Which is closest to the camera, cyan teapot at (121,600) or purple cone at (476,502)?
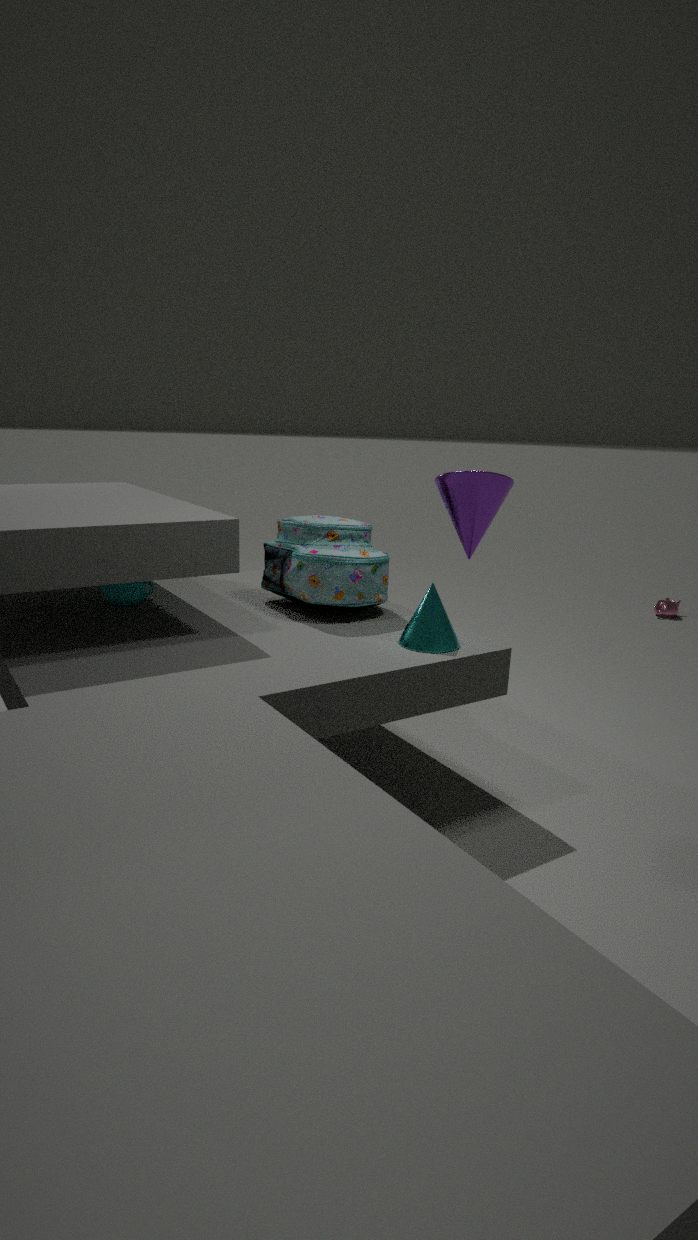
purple cone at (476,502)
